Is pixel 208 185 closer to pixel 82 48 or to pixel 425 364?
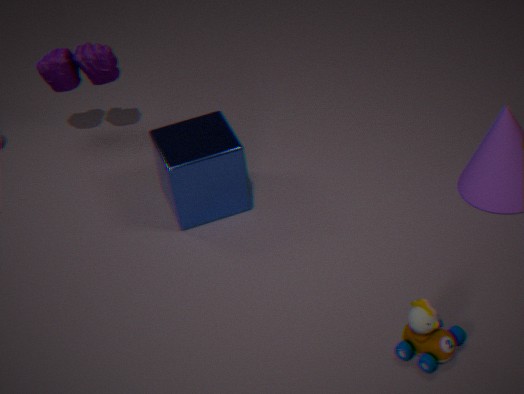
pixel 82 48
